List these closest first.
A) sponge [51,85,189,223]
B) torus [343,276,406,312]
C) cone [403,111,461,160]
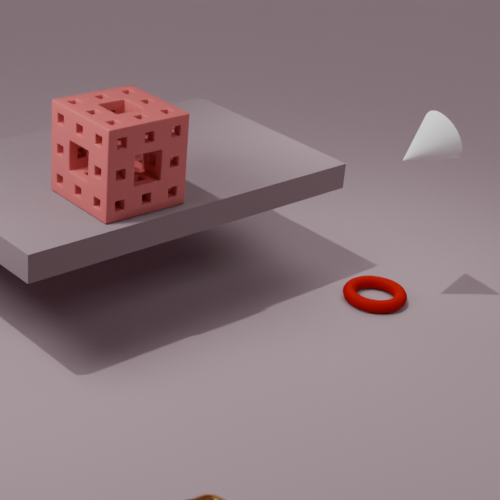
sponge [51,85,189,223]
cone [403,111,461,160]
torus [343,276,406,312]
